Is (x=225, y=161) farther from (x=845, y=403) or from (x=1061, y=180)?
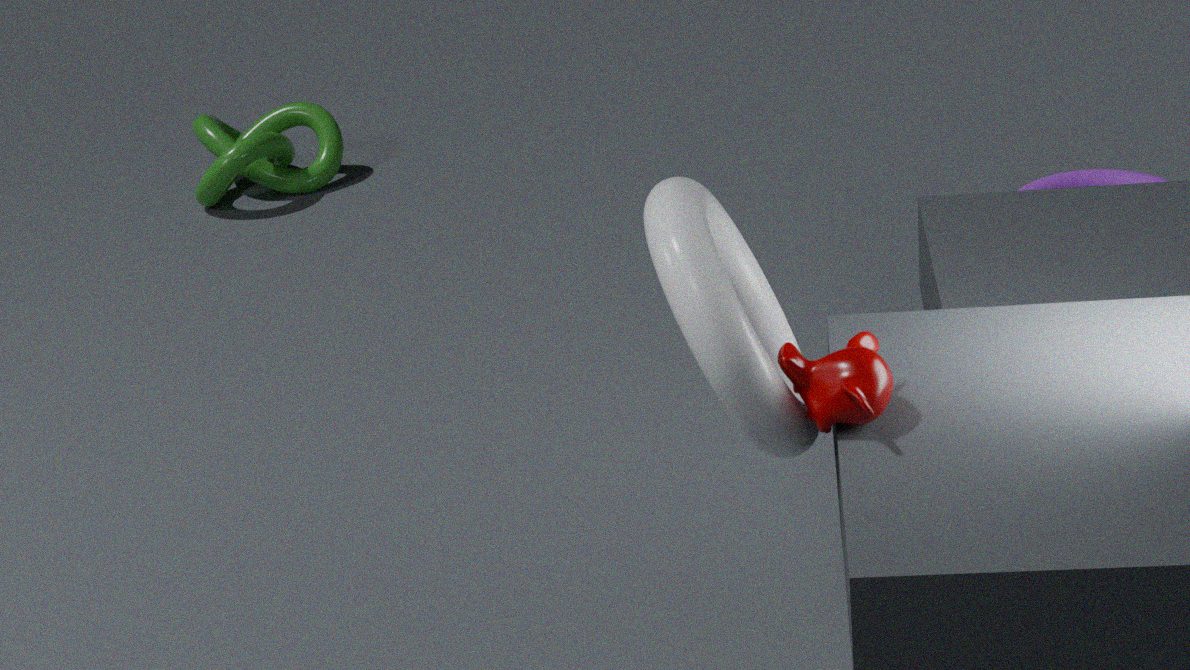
(x=845, y=403)
